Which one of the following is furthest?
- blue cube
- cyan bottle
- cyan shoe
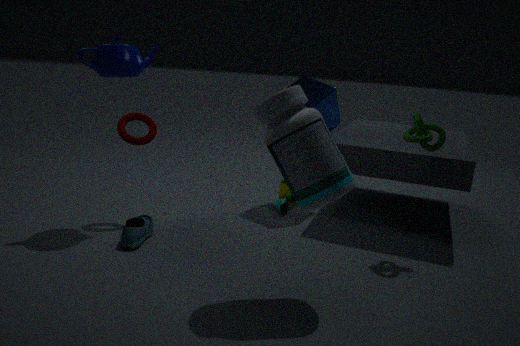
blue cube
